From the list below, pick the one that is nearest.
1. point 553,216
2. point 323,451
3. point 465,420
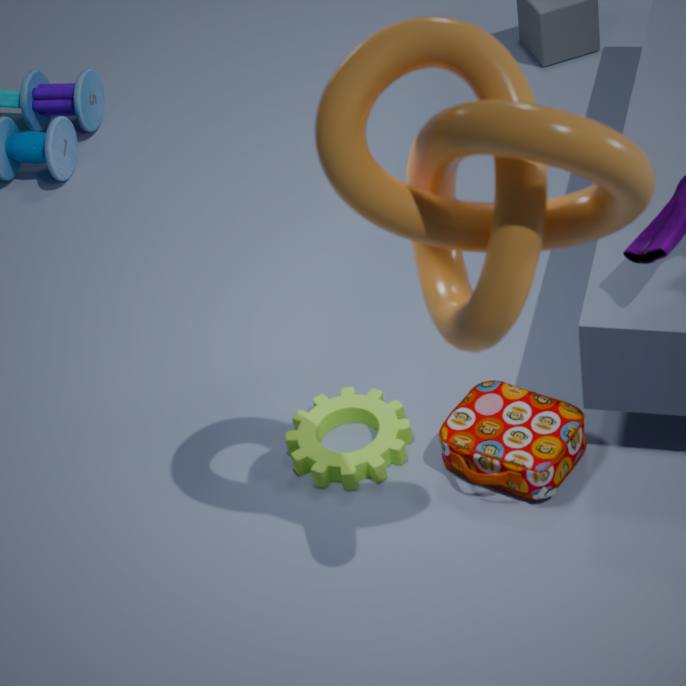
point 553,216
